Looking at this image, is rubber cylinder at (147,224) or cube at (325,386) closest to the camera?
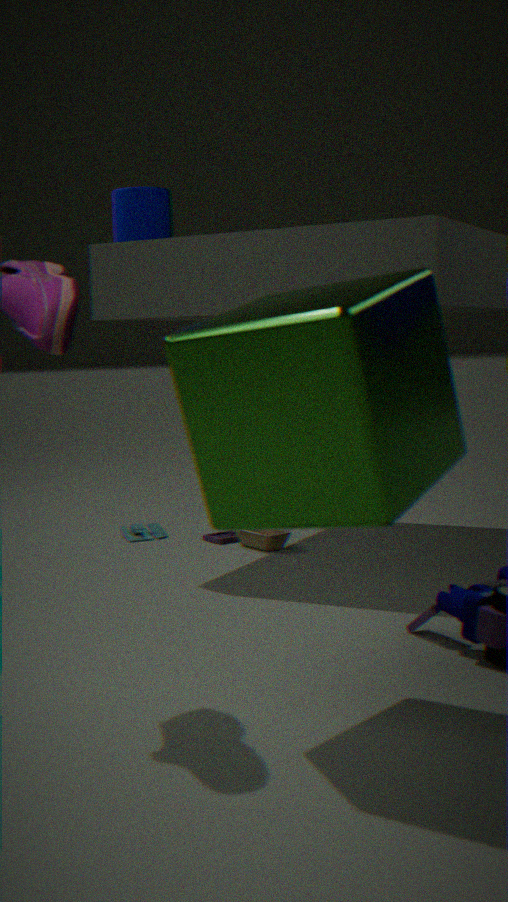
cube at (325,386)
